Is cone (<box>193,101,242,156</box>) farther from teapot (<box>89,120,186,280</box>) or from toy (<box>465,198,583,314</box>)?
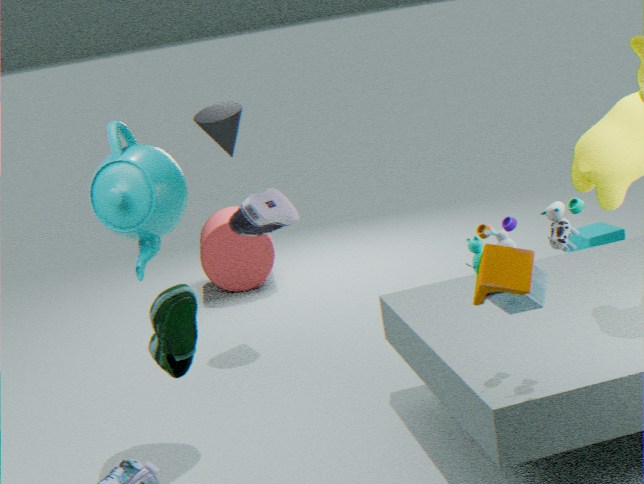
toy (<box>465,198,583,314</box>)
